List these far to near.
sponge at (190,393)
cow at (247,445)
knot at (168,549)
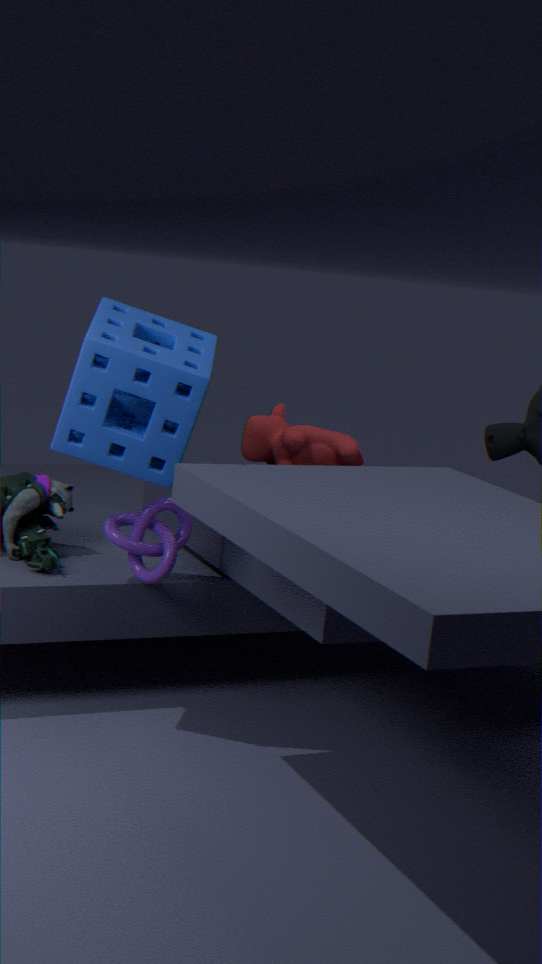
cow at (247,445) < knot at (168,549) < sponge at (190,393)
